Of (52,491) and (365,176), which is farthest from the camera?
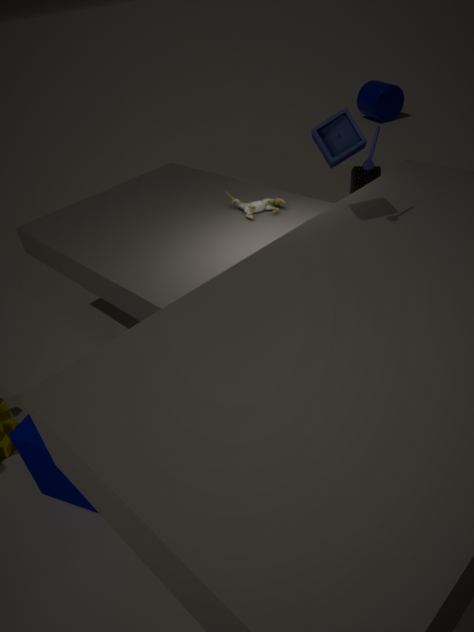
(365,176)
